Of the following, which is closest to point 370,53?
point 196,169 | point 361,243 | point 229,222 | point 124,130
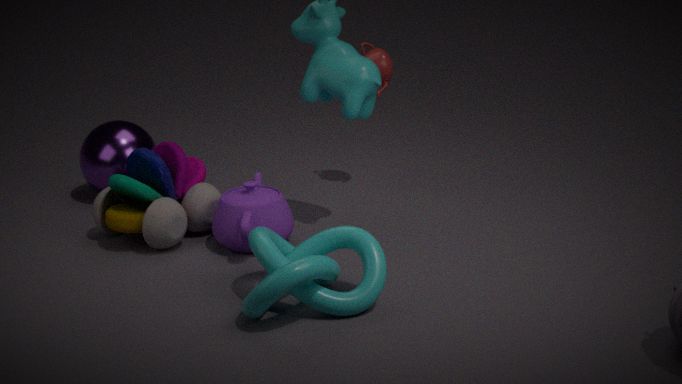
point 229,222
